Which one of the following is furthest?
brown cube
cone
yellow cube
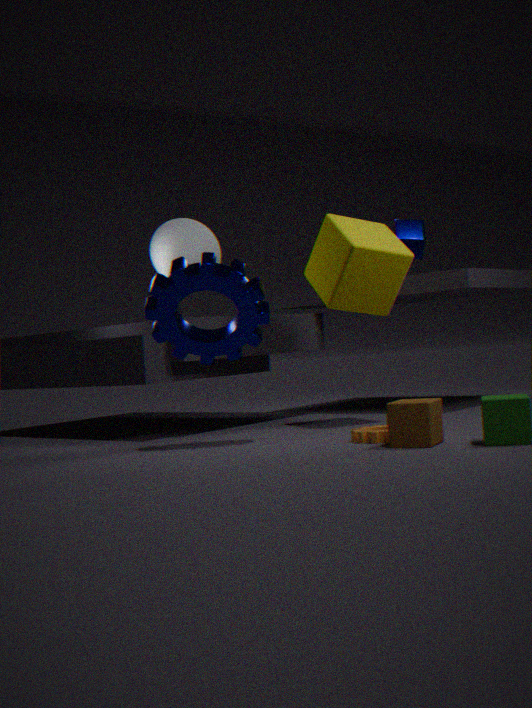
cone
